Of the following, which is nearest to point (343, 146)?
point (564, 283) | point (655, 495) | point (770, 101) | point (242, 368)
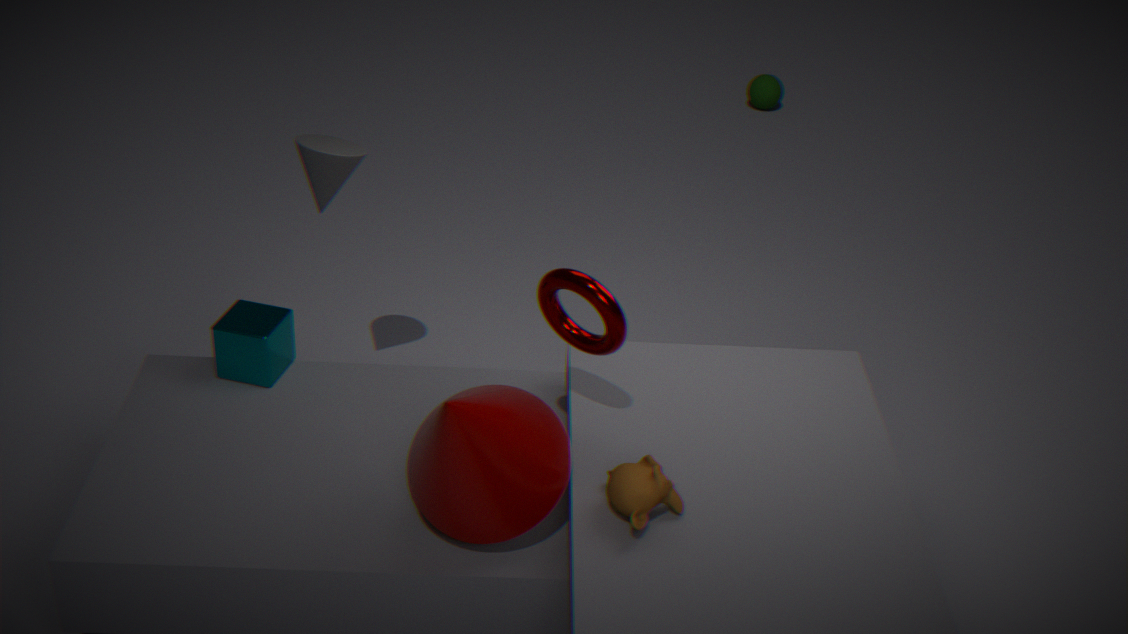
point (242, 368)
